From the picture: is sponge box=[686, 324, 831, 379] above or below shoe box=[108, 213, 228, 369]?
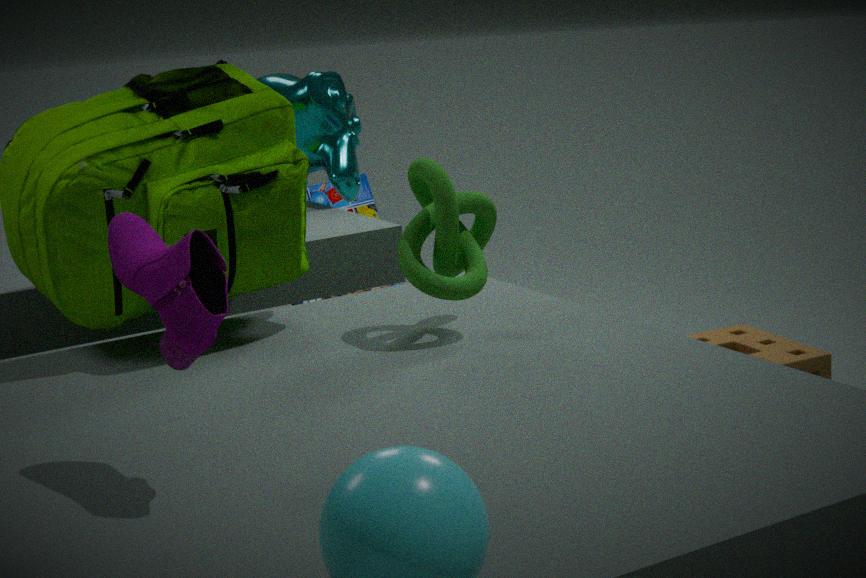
below
